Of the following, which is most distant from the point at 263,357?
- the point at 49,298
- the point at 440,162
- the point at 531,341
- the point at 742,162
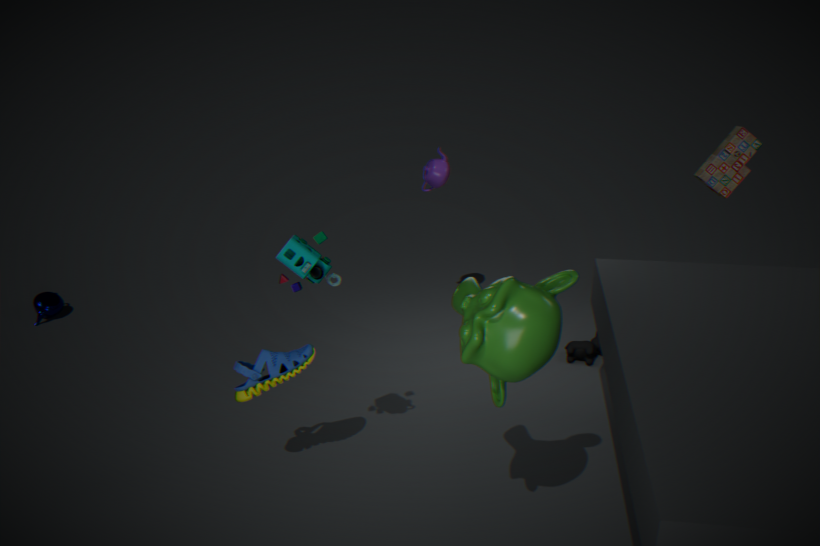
the point at 742,162
